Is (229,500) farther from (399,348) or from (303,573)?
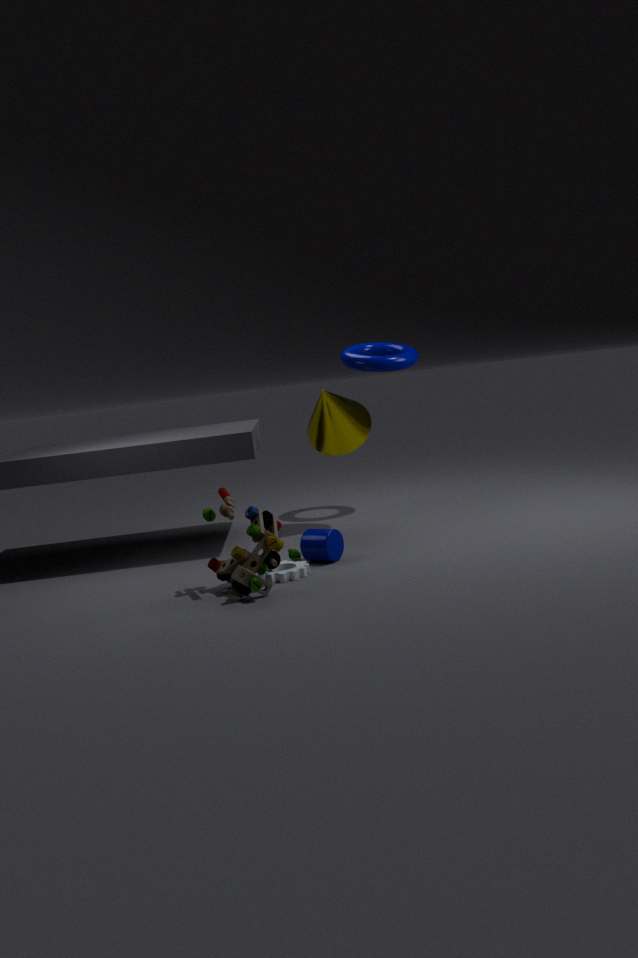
(399,348)
